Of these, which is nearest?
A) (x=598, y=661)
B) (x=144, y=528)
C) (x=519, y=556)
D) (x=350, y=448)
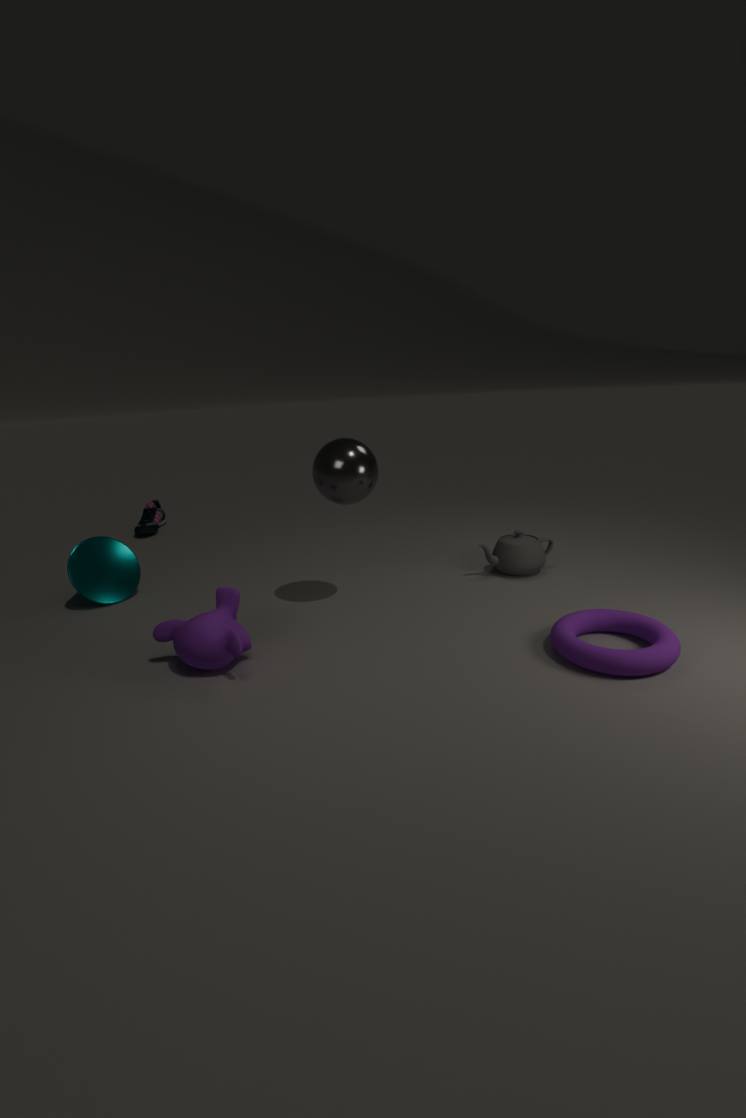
(x=598, y=661)
